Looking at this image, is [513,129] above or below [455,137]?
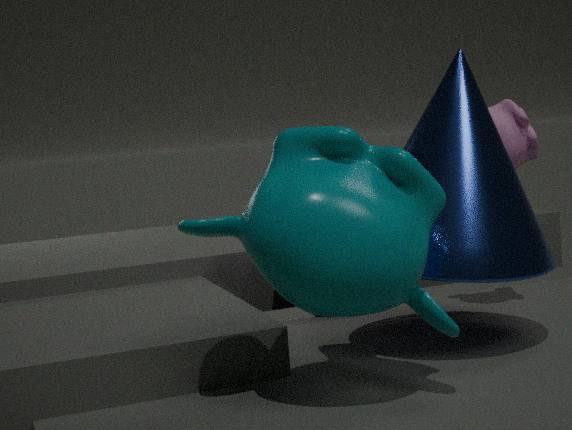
above
